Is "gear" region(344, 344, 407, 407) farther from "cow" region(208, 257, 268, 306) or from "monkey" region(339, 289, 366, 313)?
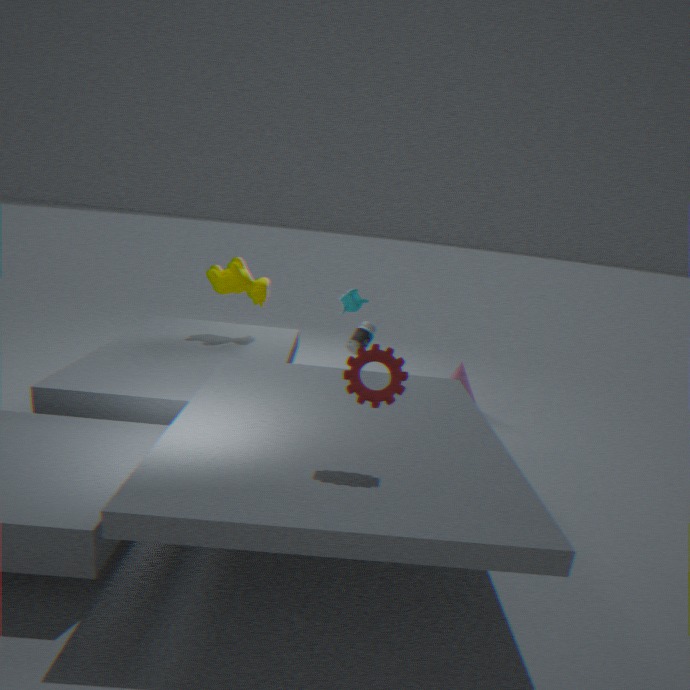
"cow" region(208, 257, 268, 306)
